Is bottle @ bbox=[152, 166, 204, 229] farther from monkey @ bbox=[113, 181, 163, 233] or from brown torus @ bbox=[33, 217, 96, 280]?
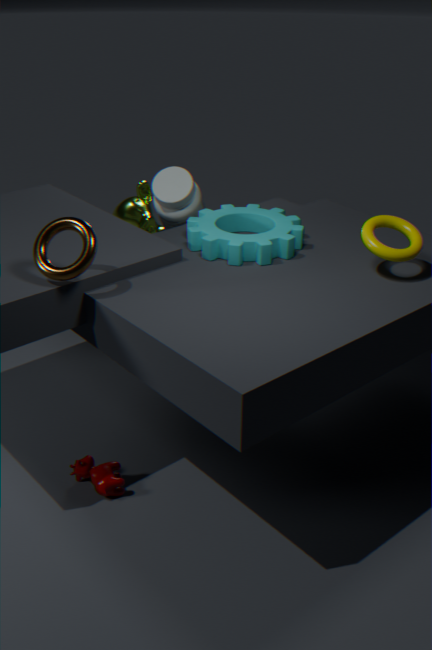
brown torus @ bbox=[33, 217, 96, 280]
